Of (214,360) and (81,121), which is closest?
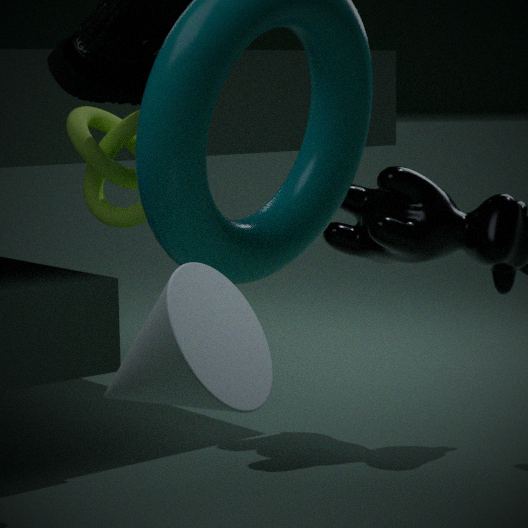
(214,360)
